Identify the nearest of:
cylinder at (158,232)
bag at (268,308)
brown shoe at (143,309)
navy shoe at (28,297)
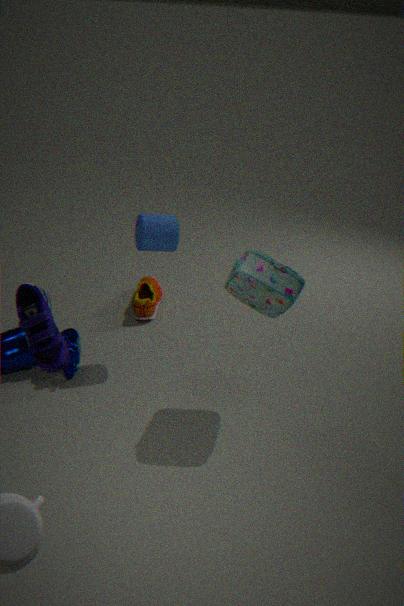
navy shoe at (28,297)
